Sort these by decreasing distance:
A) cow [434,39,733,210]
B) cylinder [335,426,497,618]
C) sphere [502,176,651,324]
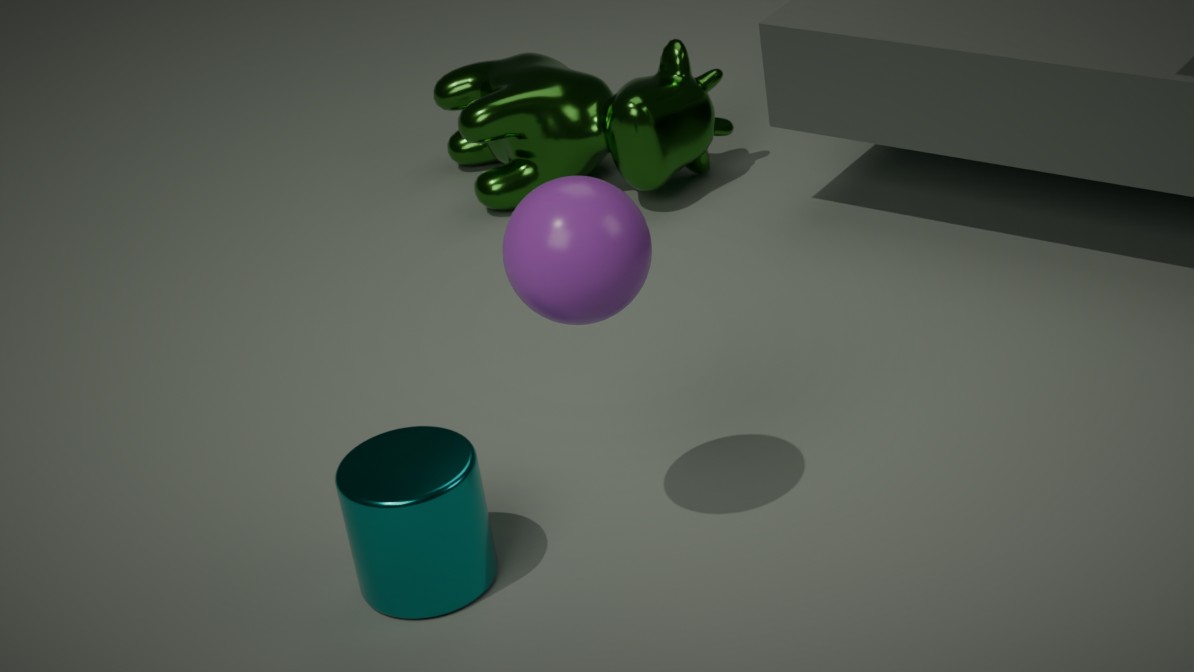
cow [434,39,733,210]
cylinder [335,426,497,618]
sphere [502,176,651,324]
